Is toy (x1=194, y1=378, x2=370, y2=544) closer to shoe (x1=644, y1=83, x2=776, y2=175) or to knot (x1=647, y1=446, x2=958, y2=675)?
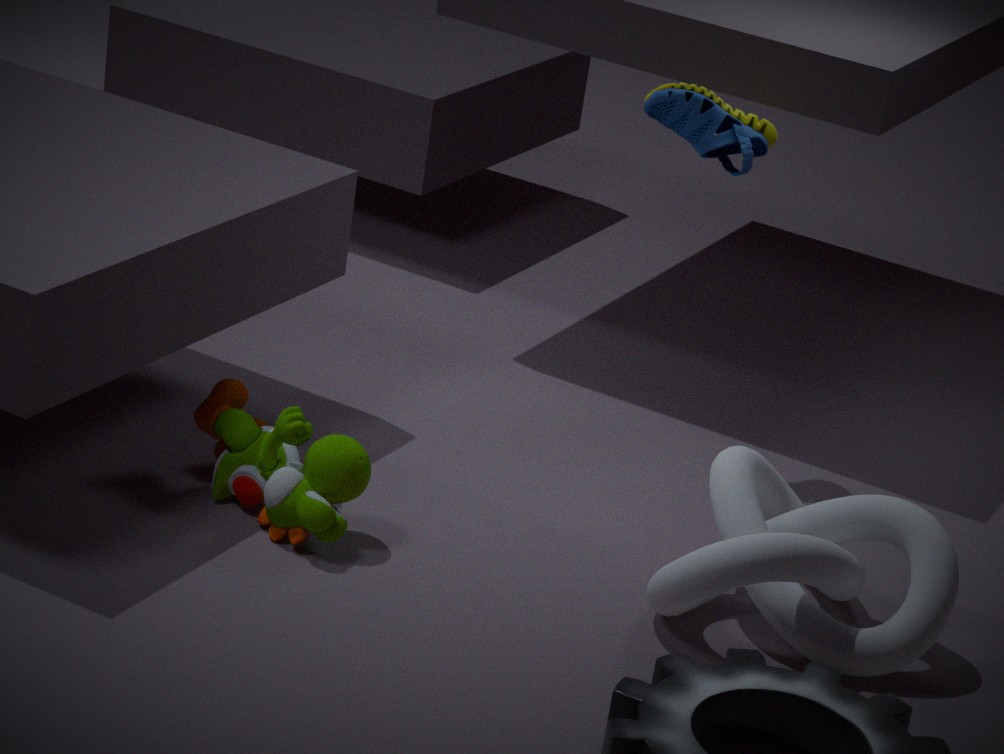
knot (x1=647, y1=446, x2=958, y2=675)
